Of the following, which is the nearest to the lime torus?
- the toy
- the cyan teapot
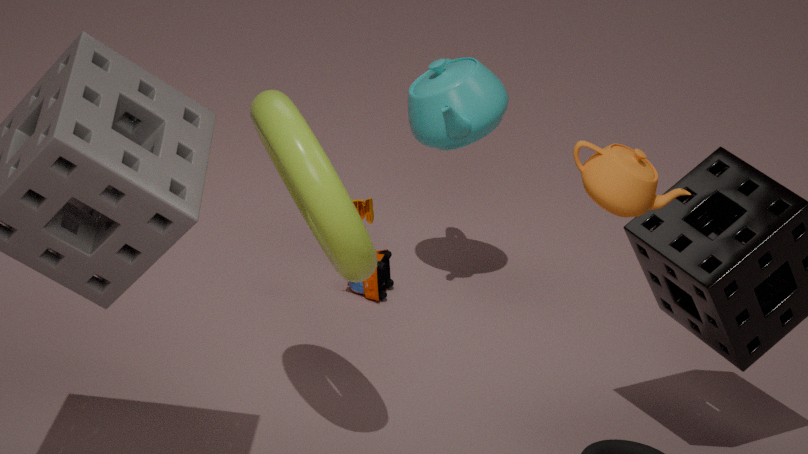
the toy
